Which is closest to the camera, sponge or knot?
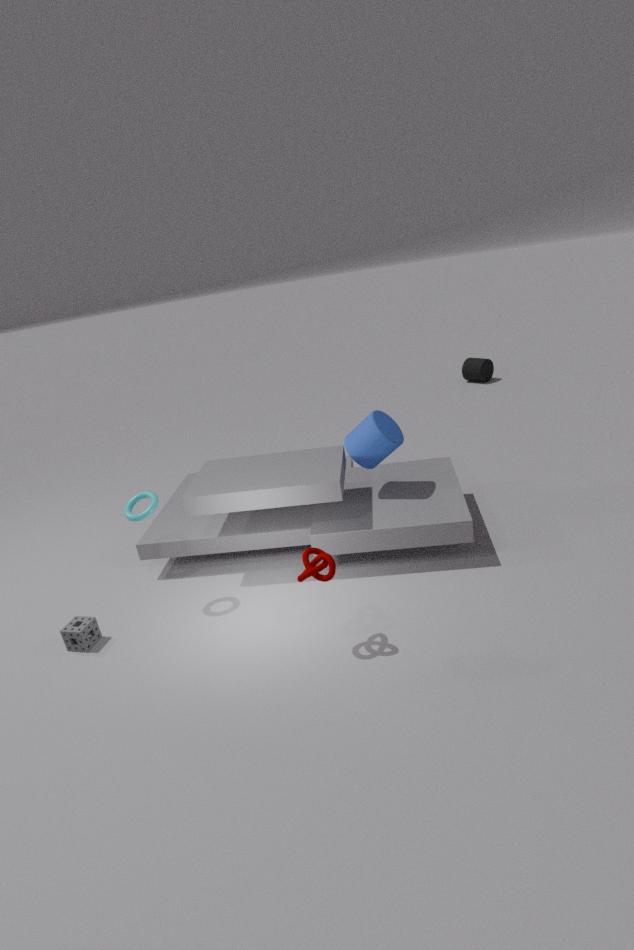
knot
